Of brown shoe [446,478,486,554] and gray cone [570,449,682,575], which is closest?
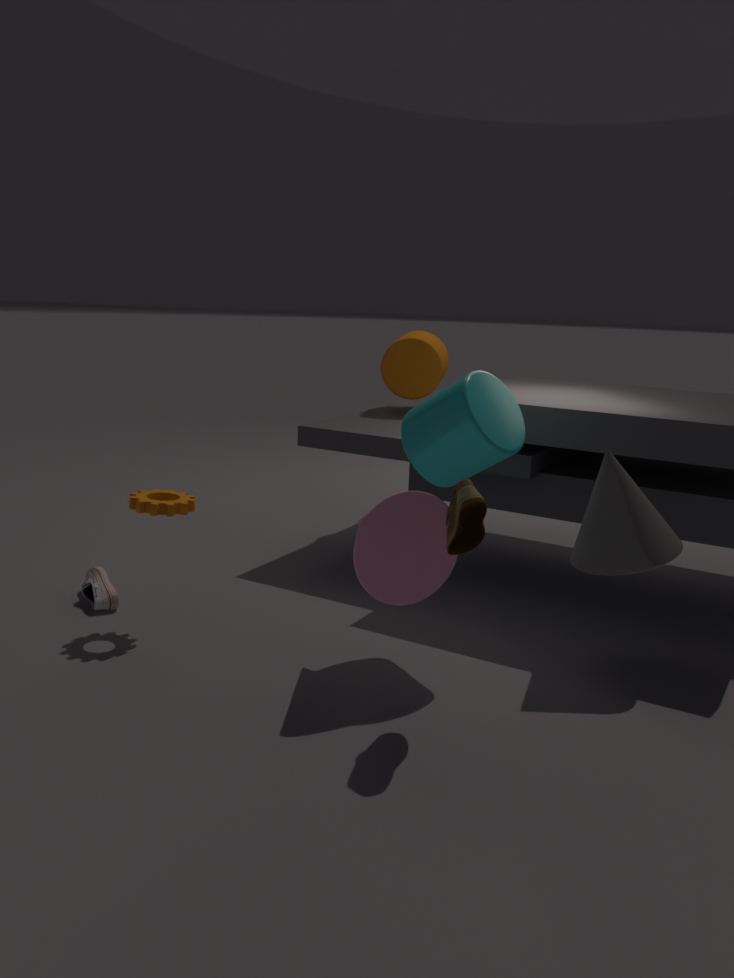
brown shoe [446,478,486,554]
